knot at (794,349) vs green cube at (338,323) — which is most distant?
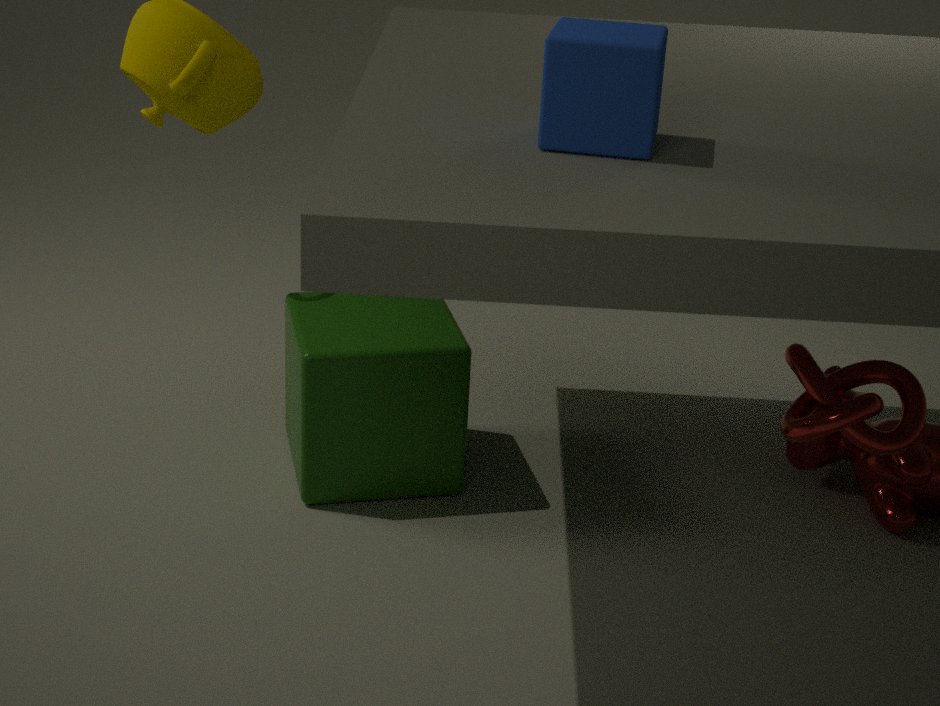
green cube at (338,323)
